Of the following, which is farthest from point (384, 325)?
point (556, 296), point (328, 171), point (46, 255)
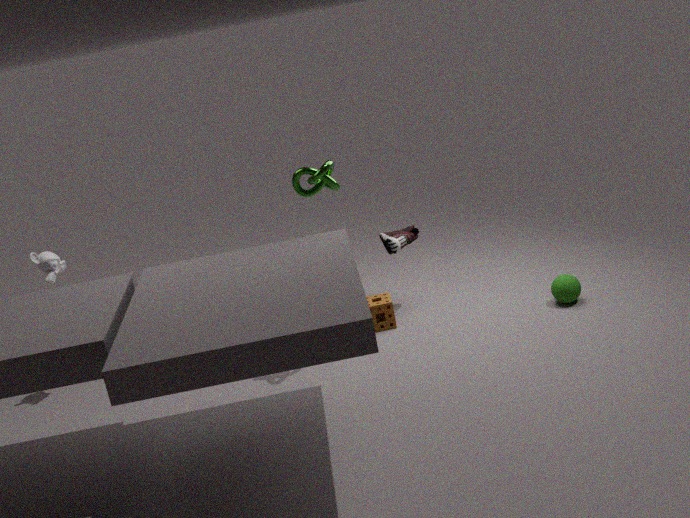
point (46, 255)
